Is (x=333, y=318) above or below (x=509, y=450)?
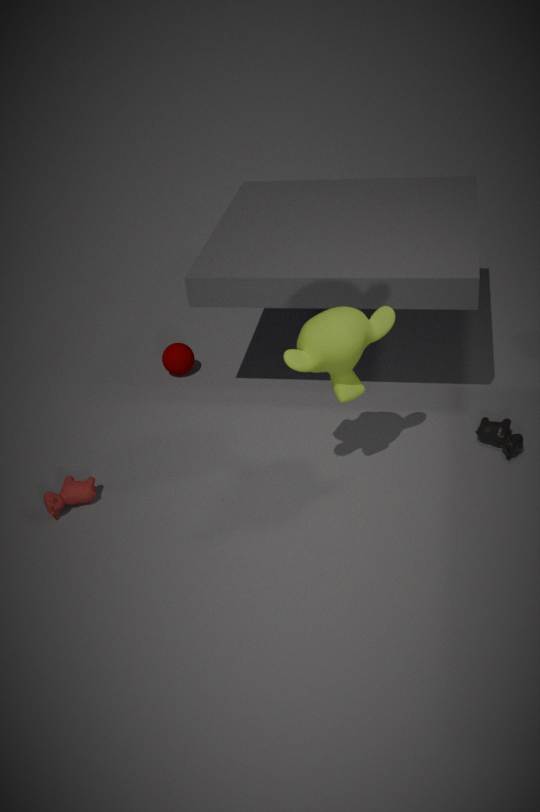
above
